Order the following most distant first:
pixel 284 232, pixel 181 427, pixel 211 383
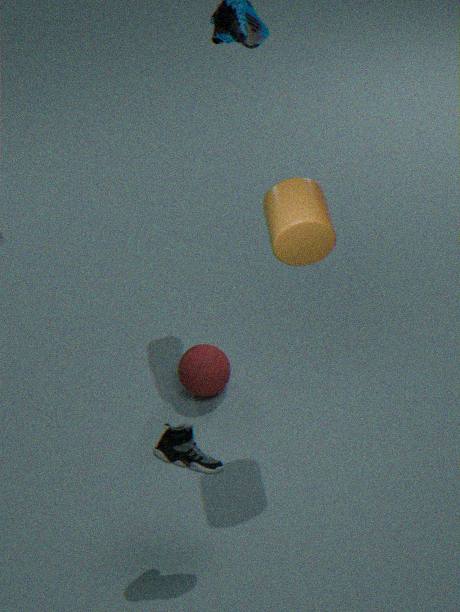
pixel 211 383
pixel 181 427
pixel 284 232
